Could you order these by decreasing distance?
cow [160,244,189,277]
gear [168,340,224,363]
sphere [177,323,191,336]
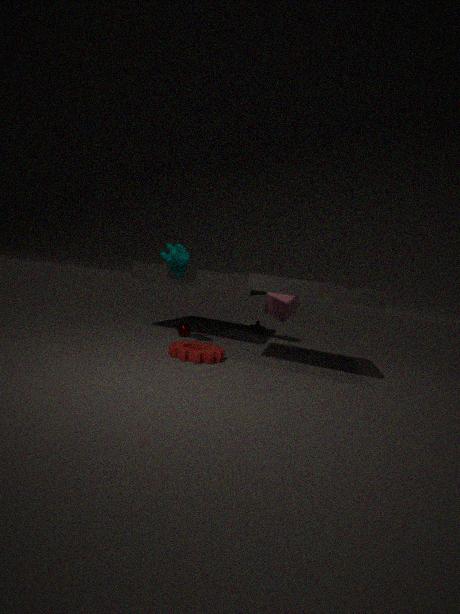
sphere [177,323,191,336] → cow [160,244,189,277] → gear [168,340,224,363]
